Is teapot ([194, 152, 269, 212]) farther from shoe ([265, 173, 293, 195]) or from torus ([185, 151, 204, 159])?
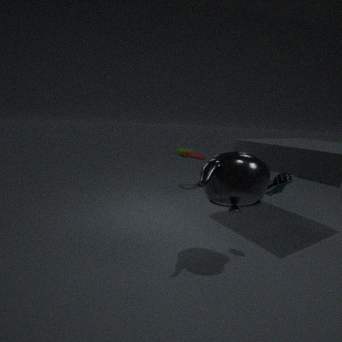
torus ([185, 151, 204, 159])
